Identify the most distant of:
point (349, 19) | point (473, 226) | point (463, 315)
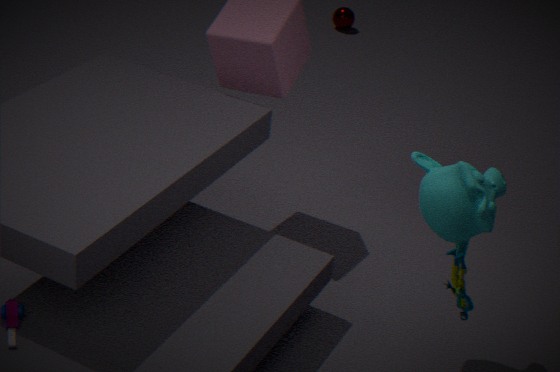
point (349, 19)
